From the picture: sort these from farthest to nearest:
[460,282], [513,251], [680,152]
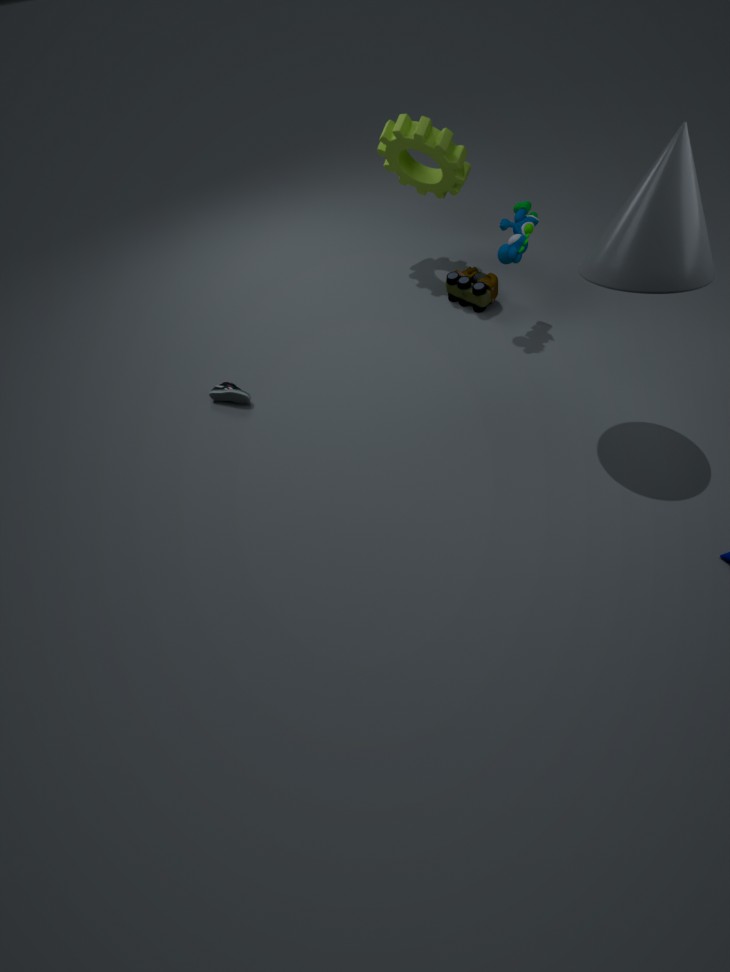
[460,282] → [513,251] → [680,152]
